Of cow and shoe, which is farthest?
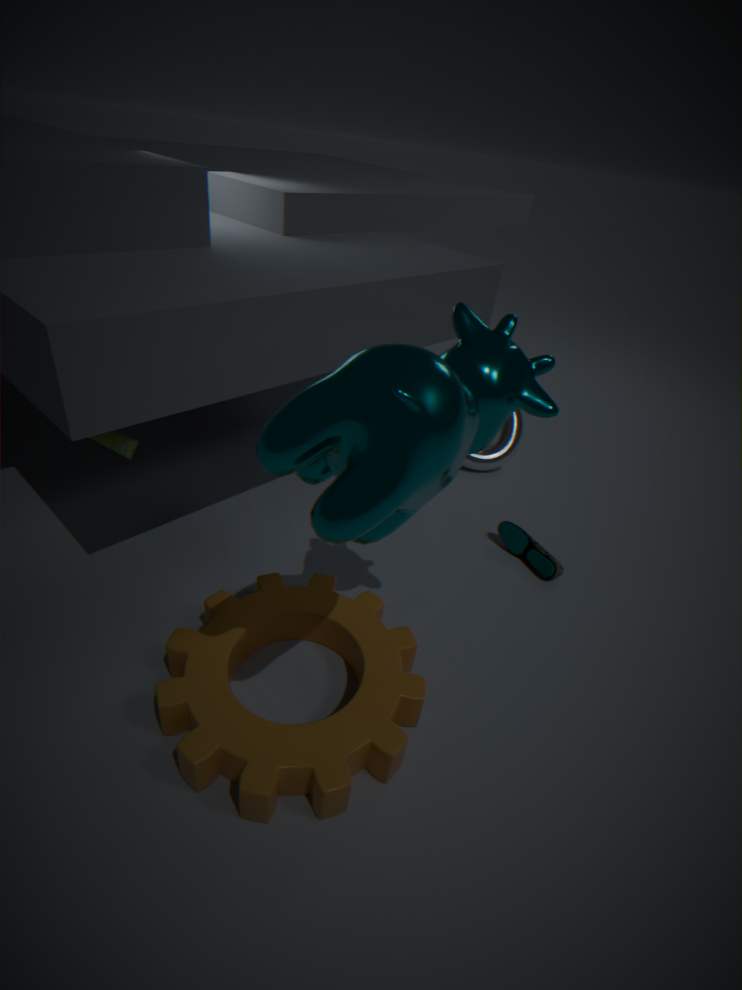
shoe
